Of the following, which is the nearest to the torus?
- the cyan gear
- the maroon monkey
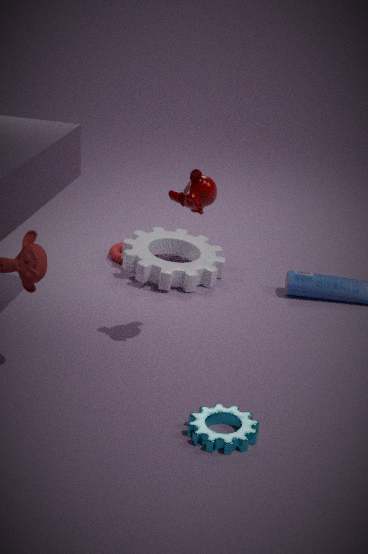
the maroon monkey
